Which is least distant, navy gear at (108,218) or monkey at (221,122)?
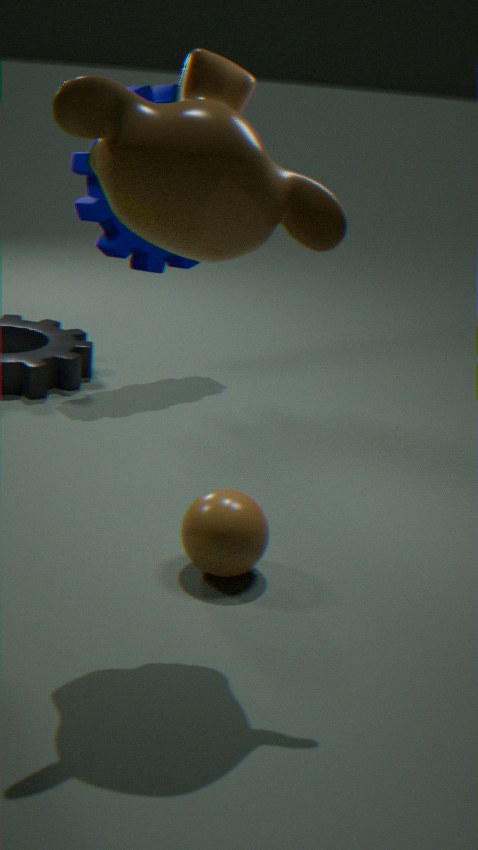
monkey at (221,122)
